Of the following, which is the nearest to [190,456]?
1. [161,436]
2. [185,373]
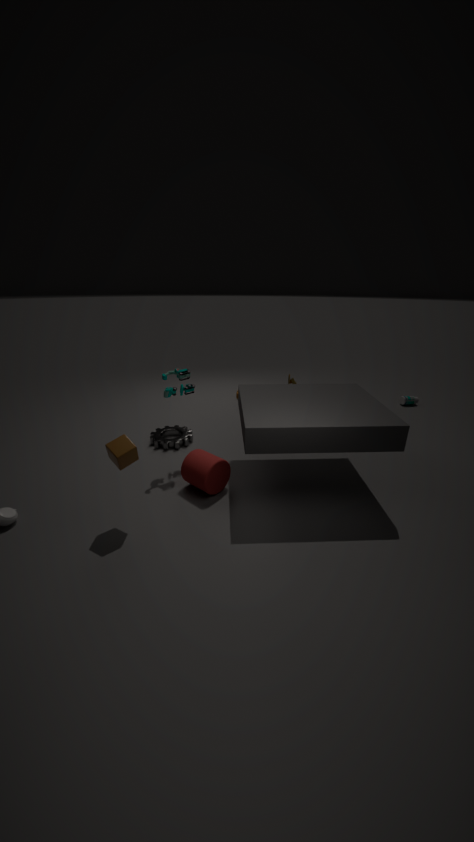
[185,373]
